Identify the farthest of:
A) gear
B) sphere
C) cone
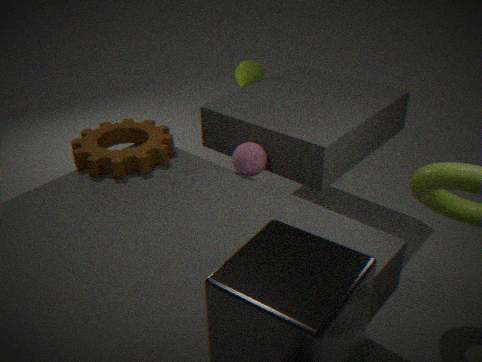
cone
